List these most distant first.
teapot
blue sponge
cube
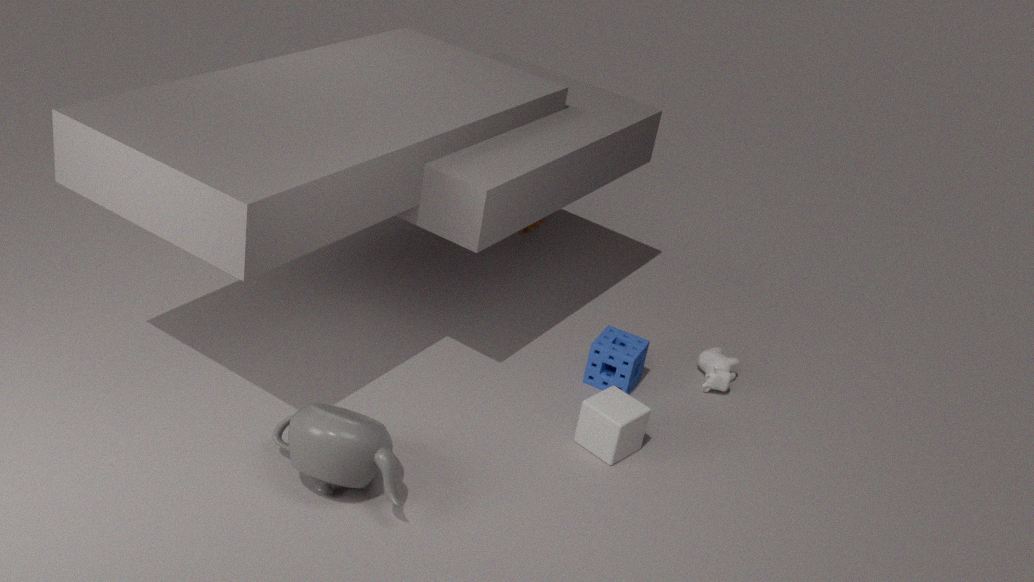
1. blue sponge
2. cube
3. teapot
